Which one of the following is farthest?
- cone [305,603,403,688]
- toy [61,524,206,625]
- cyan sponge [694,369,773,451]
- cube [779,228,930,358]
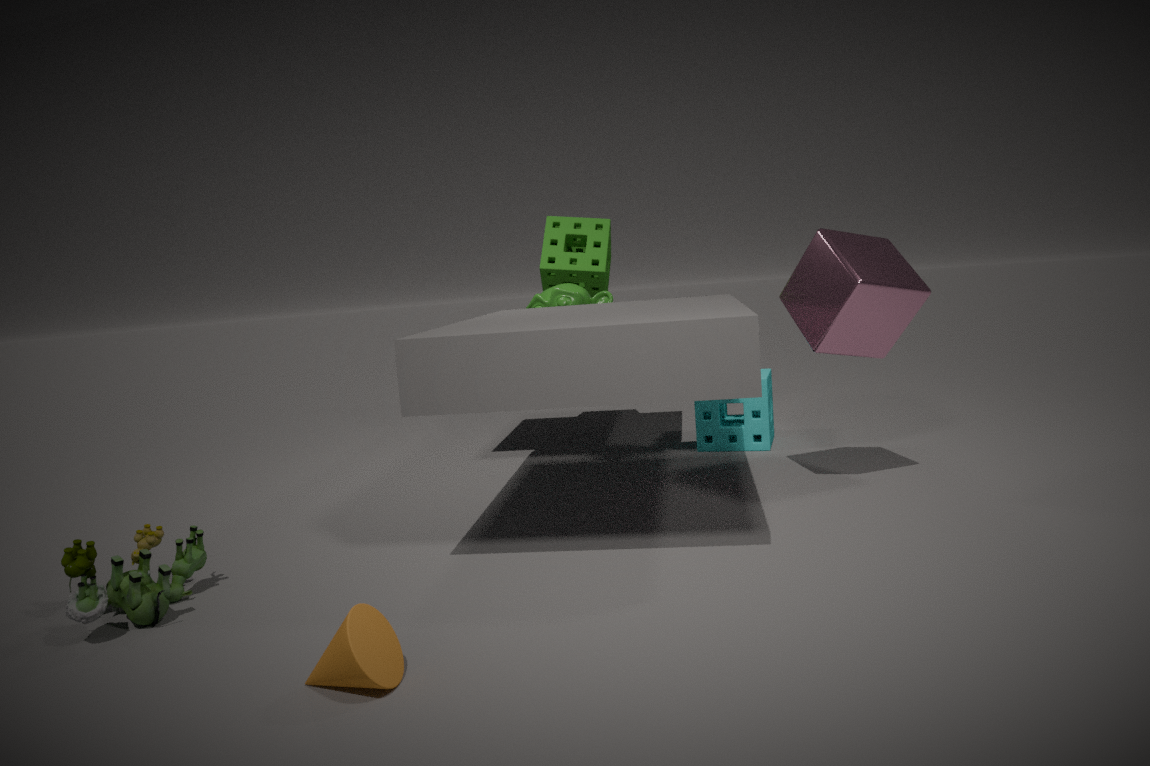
cyan sponge [694,369,773,451]
